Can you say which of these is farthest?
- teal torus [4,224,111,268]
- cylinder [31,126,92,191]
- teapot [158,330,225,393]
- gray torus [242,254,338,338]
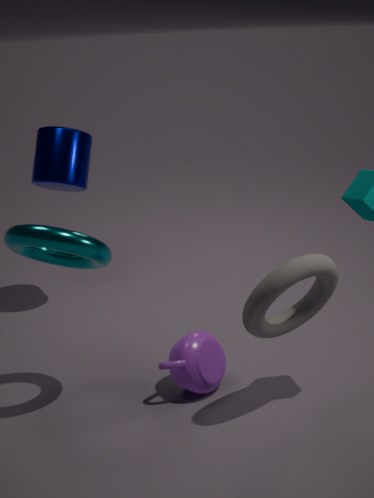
cylinder [31,126,92,191]
